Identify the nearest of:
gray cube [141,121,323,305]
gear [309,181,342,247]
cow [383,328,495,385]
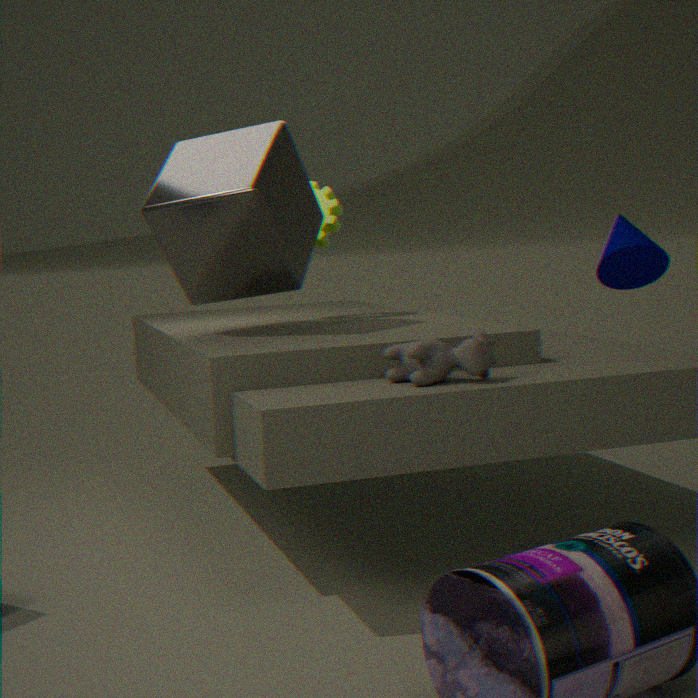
cow [383,328,495,385]
